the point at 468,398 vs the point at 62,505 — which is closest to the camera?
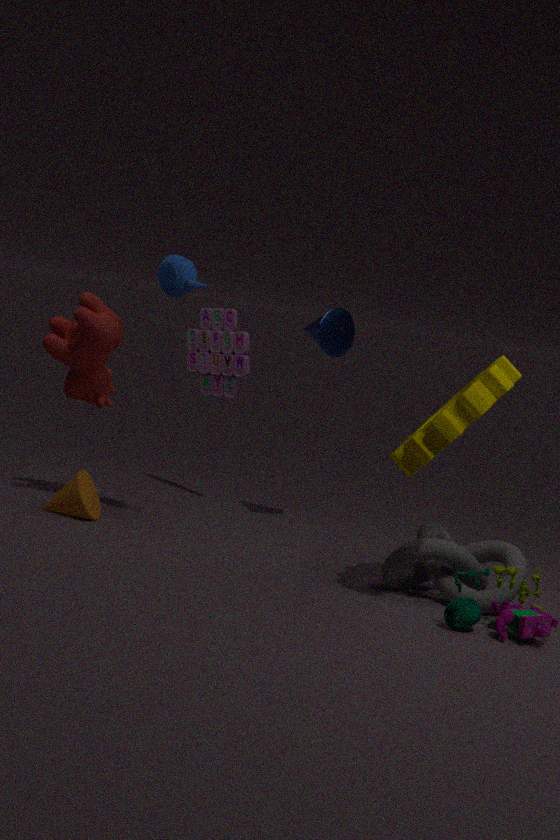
the point at 468,398
